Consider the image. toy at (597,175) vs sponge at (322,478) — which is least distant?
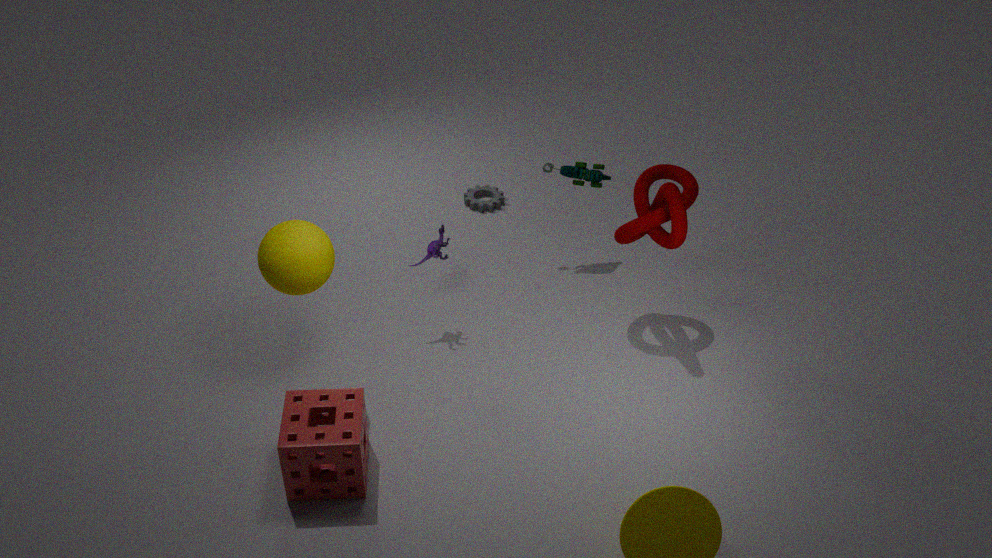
sponge at (322,478)
